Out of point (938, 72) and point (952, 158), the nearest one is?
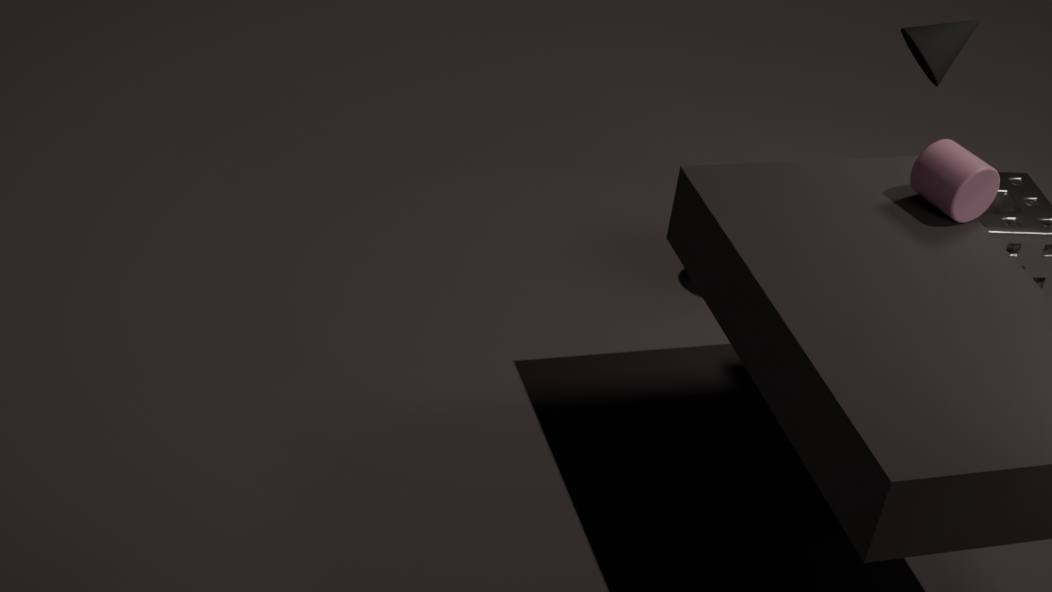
point (952, 158)
